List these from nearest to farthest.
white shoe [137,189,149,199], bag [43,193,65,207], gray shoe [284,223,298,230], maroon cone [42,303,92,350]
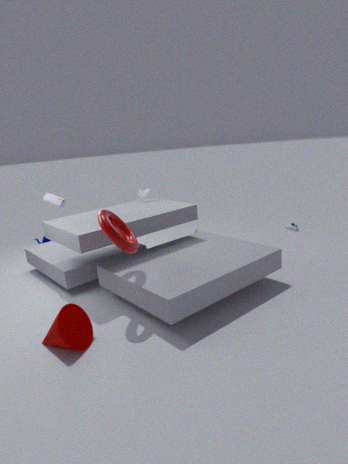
maroon cone [42,303,92,350] < bag [43,193,65,207] < white shoe [137,189,149,199] < gray shoe [284,223,298,230]
